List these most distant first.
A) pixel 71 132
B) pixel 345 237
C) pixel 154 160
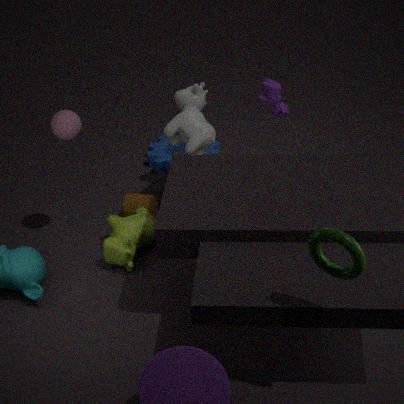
pixel 154 160, pixel 71 132, pixel 345 237
